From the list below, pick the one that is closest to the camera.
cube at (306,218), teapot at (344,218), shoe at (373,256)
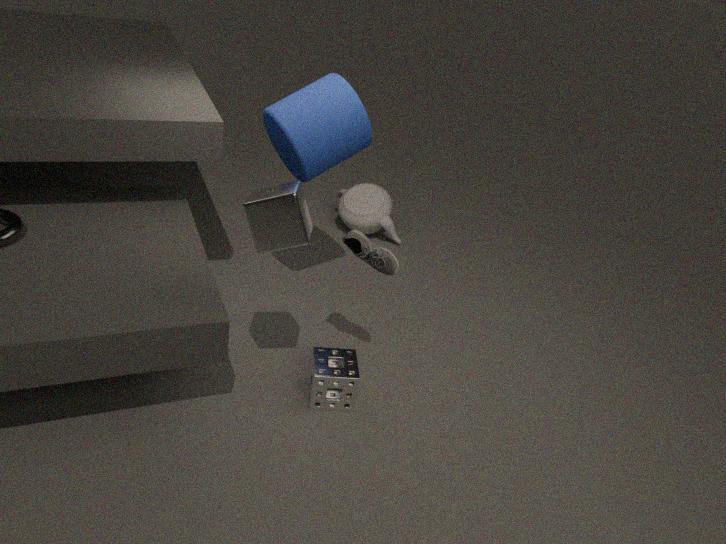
cube at (306,218)
